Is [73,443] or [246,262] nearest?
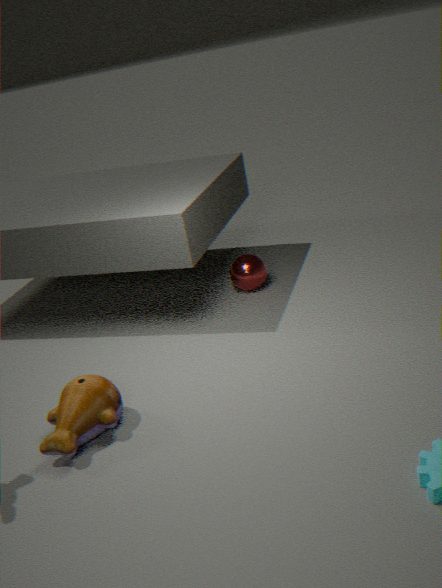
[73,443]
